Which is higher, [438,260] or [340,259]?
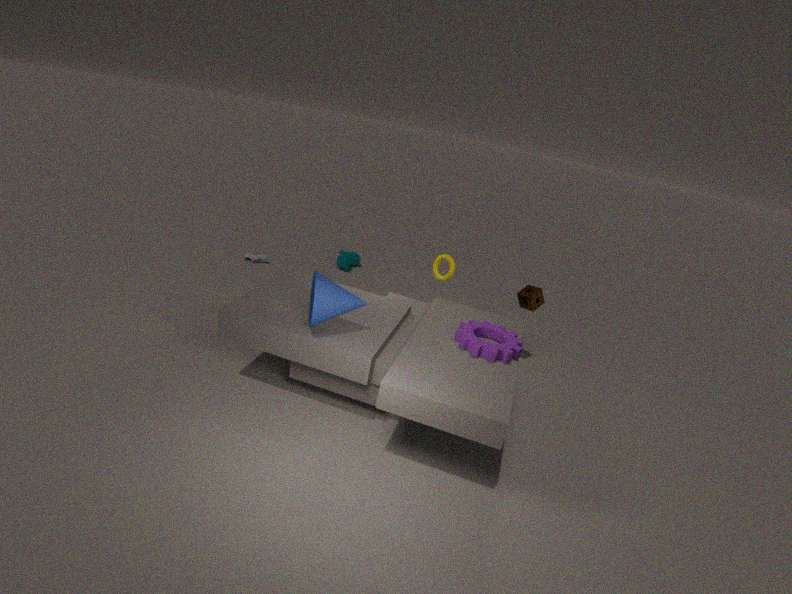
[438,260]
